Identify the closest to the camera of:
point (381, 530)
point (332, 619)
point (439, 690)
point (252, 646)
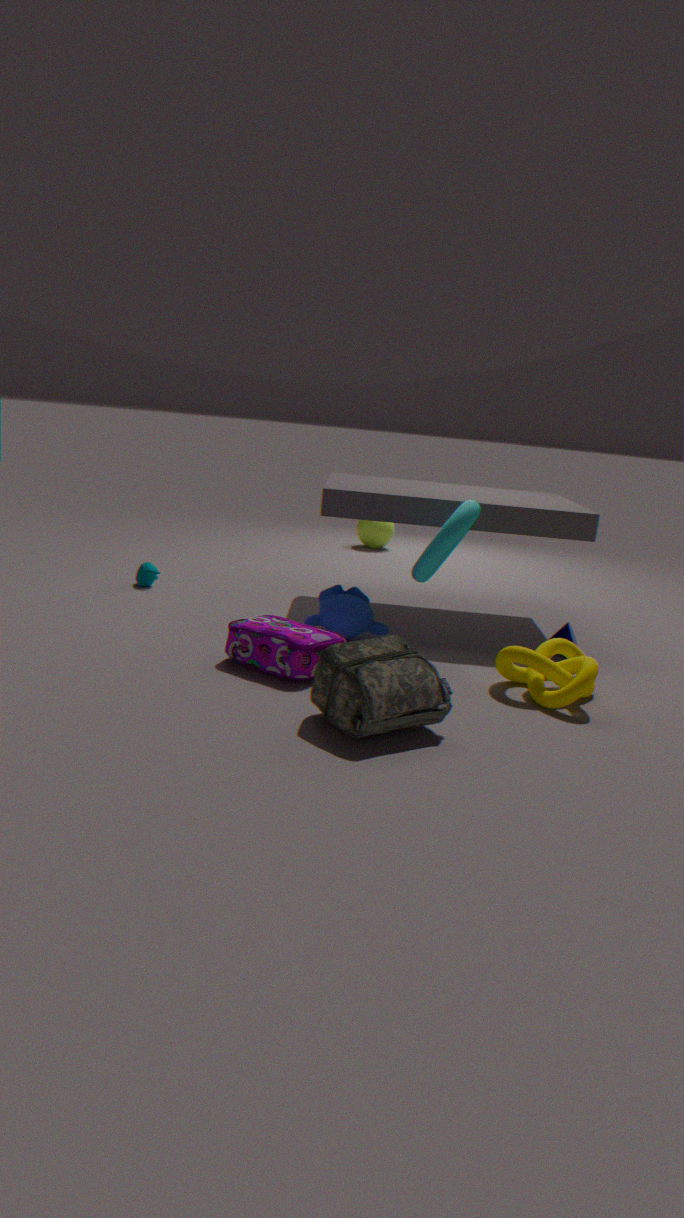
point (439, 690)
